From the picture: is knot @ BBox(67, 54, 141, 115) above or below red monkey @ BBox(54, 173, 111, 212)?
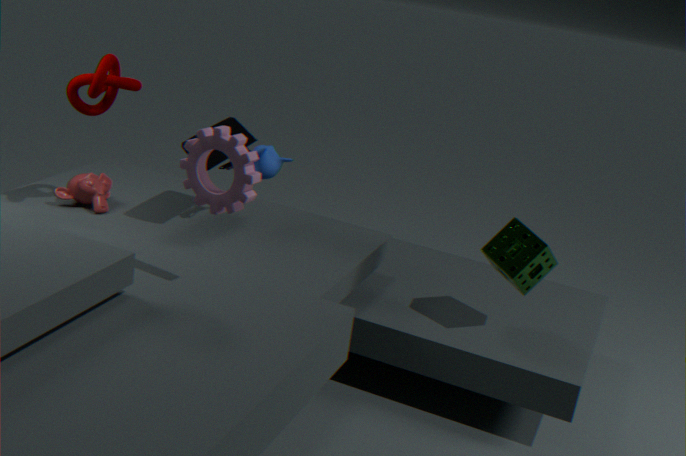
above
